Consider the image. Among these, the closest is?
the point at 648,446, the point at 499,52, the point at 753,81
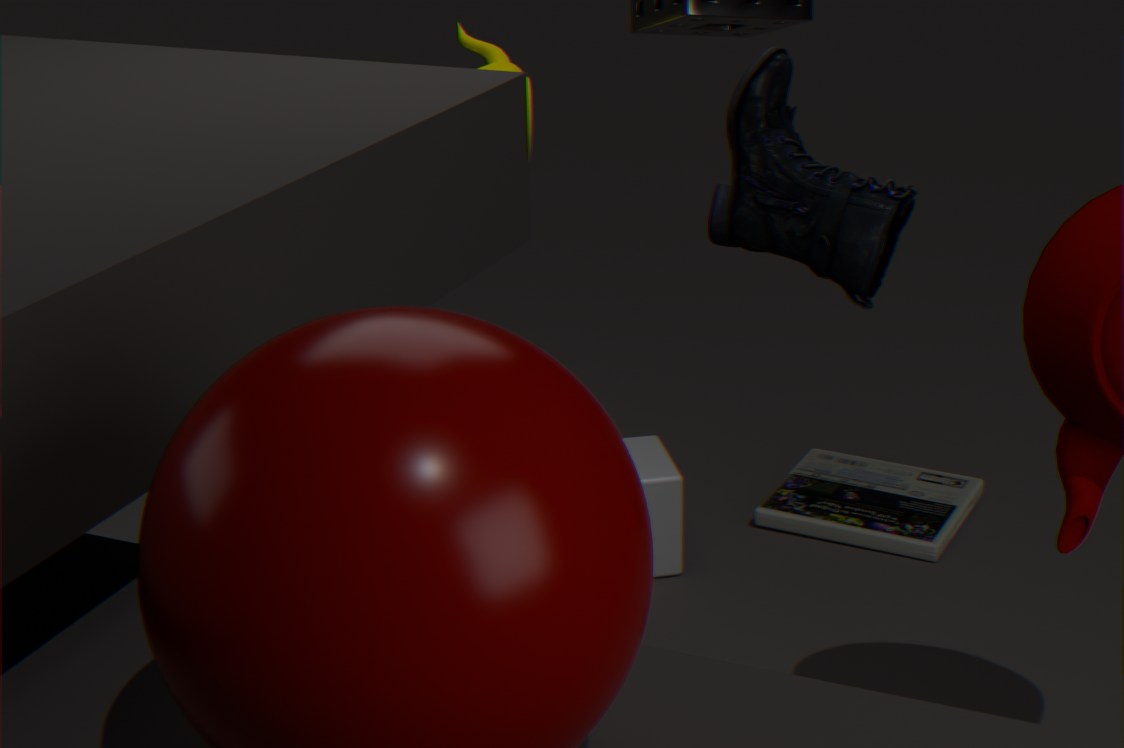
the point at 753,81
